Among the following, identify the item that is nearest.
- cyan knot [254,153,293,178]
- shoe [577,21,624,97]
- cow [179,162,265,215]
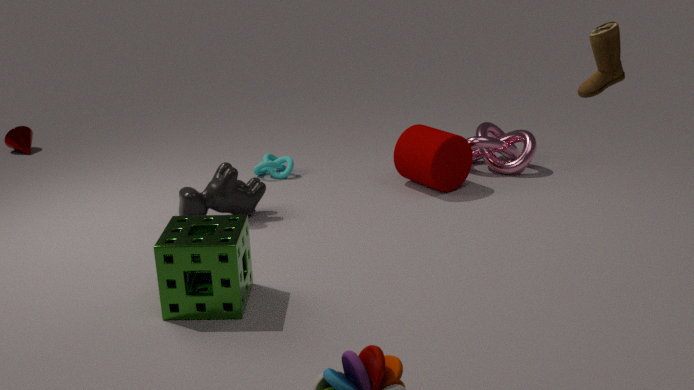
shoe [577,21,624,97]
